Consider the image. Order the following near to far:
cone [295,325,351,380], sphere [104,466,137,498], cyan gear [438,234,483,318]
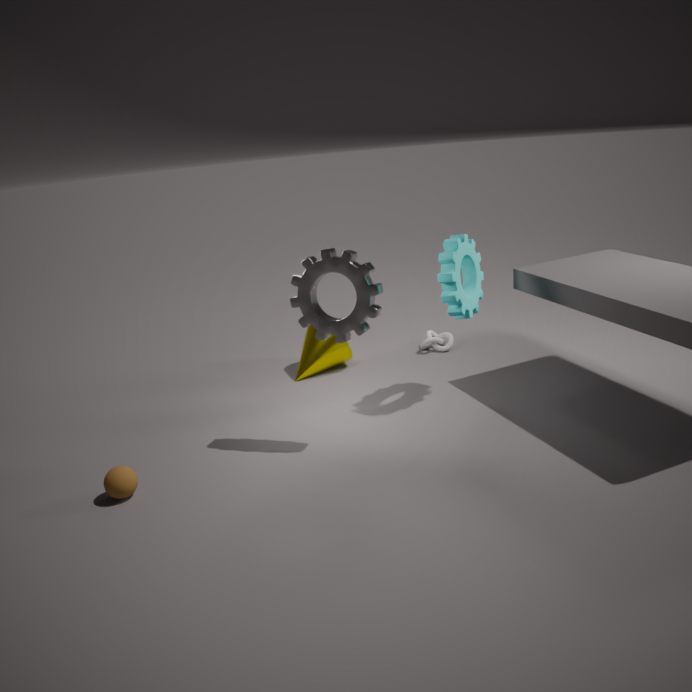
sphere [104,466,137,498], cyan gear [438,234,483,318], cone [295,325,351,380]
